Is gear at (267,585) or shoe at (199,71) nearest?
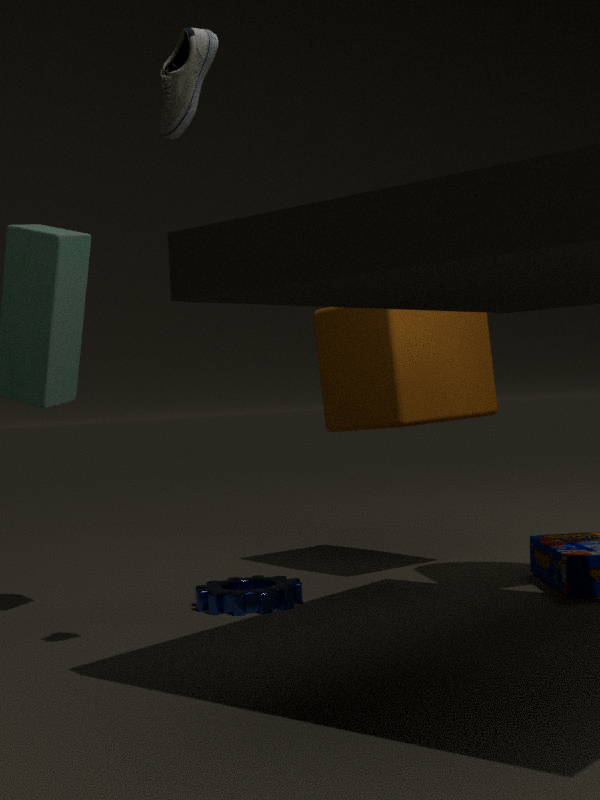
shoe at (199,71)
